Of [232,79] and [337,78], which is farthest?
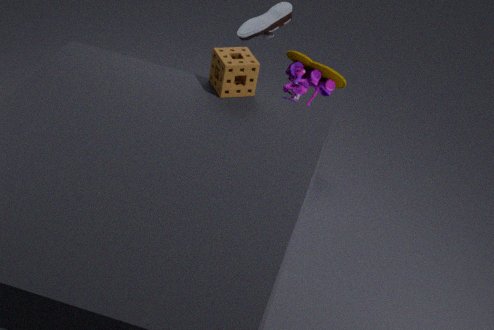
[337,78]
